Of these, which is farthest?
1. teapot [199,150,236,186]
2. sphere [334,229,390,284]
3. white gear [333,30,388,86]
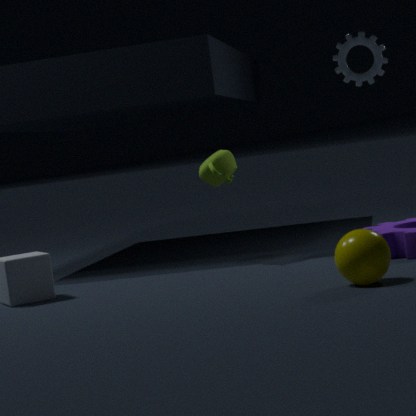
white gear [333,30,388,86]
